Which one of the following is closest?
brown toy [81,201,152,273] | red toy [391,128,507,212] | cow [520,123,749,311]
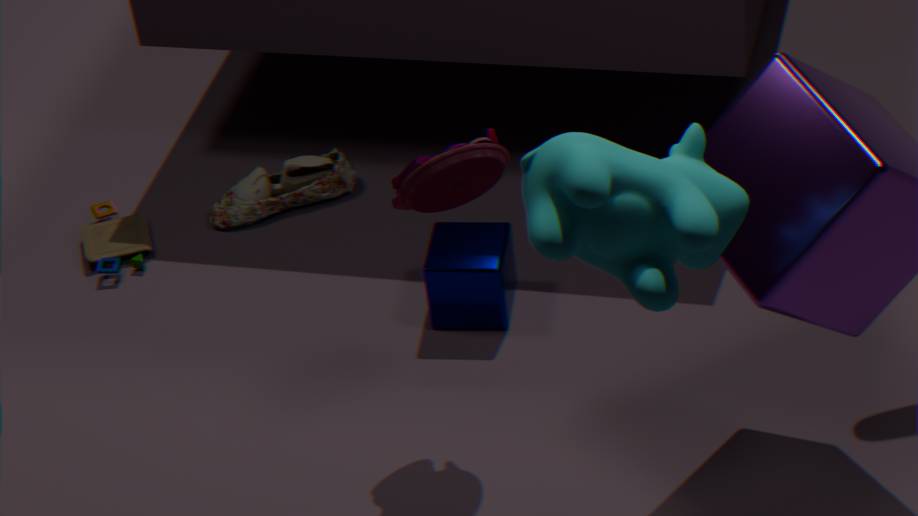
cow [520,123,749,311]
